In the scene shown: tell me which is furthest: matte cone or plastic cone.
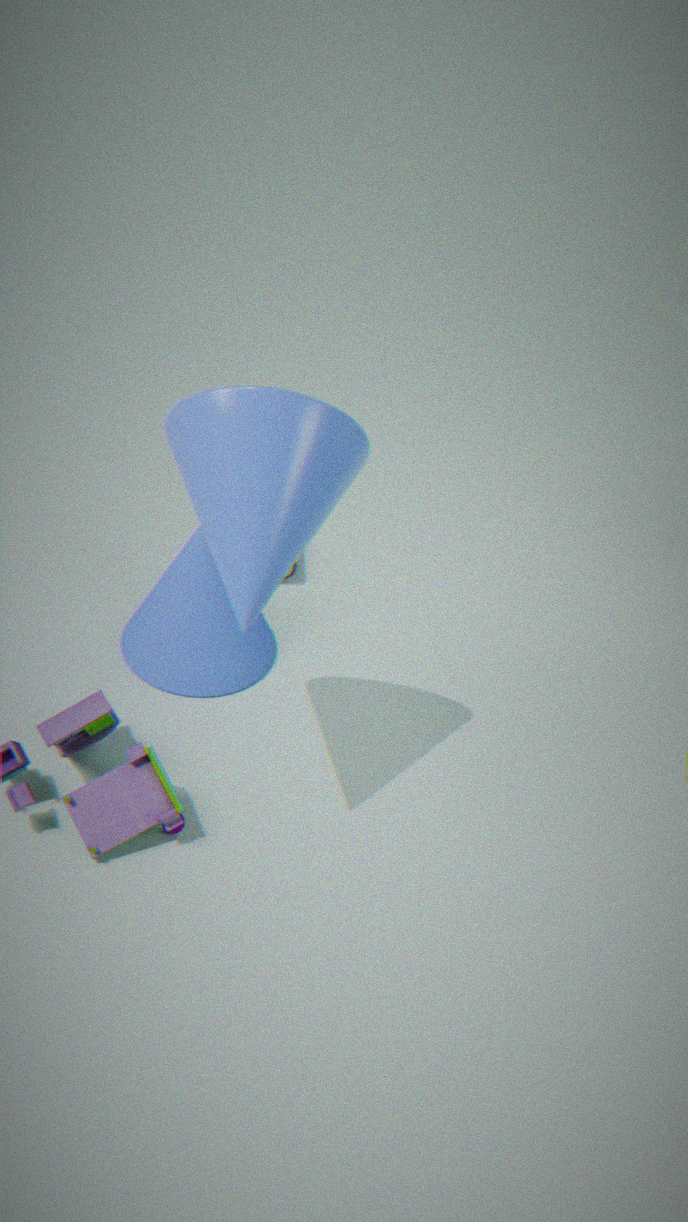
matte cone
